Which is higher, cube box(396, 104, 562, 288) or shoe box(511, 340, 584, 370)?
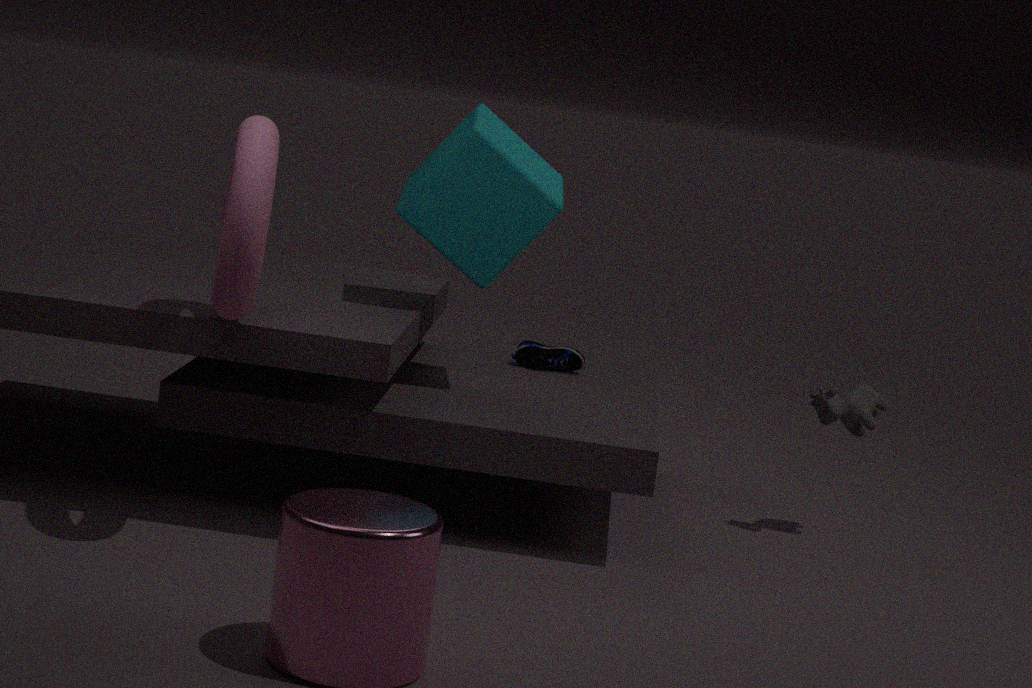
cube box(396, 104, 562, 288)
